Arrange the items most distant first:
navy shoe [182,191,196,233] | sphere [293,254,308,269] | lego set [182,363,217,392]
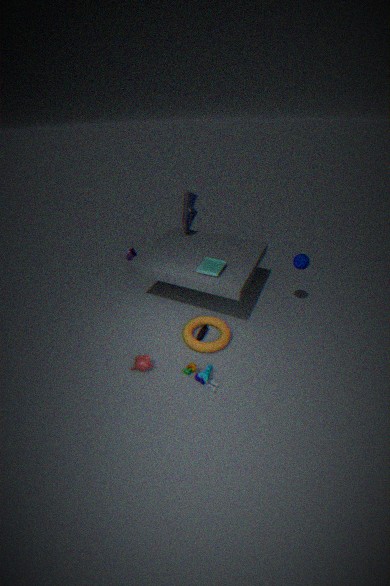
1. navy shoe [182,191,196,233]
2. sphere [293,254,308,269]
3. lego set [182,363,217,392]
